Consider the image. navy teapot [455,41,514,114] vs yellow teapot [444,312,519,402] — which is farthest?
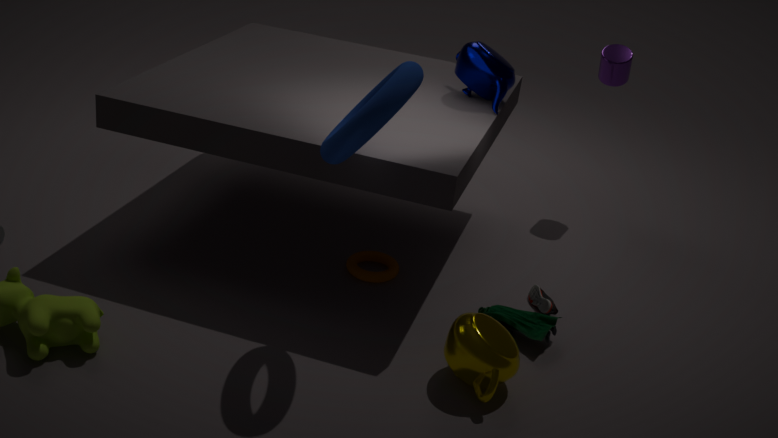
navy teapot [455,41,514,114]
